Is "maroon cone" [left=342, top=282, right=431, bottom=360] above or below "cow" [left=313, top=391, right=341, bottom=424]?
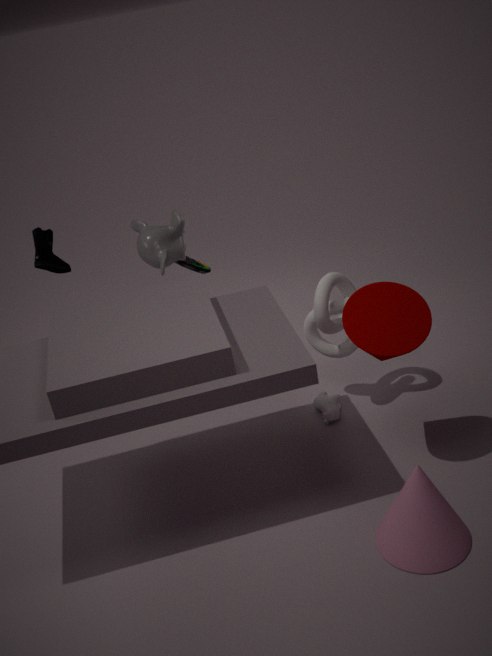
above
